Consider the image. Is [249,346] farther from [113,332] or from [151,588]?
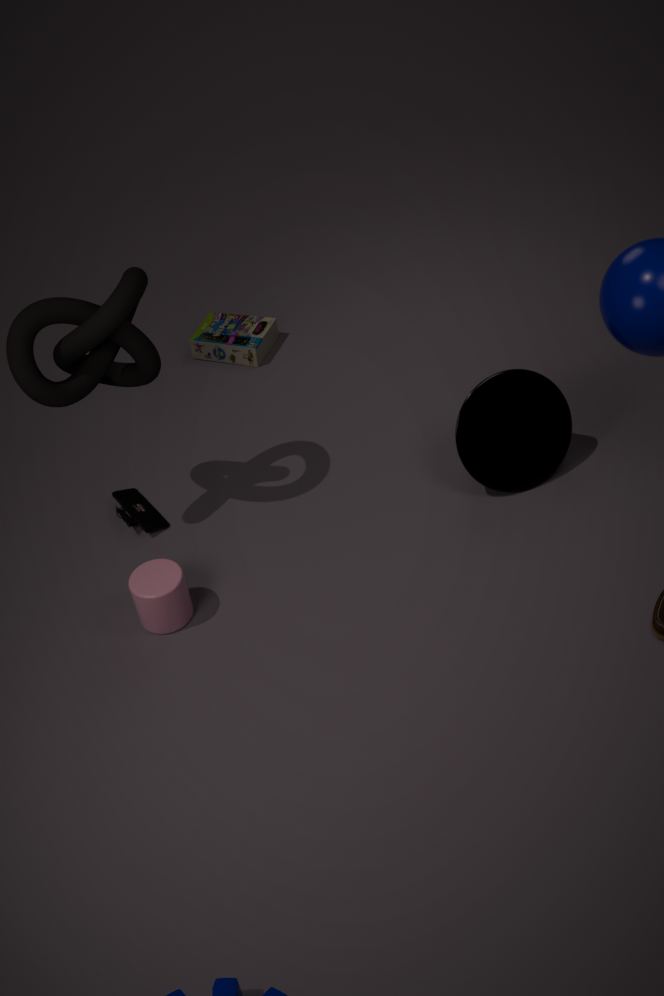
[151,588]
